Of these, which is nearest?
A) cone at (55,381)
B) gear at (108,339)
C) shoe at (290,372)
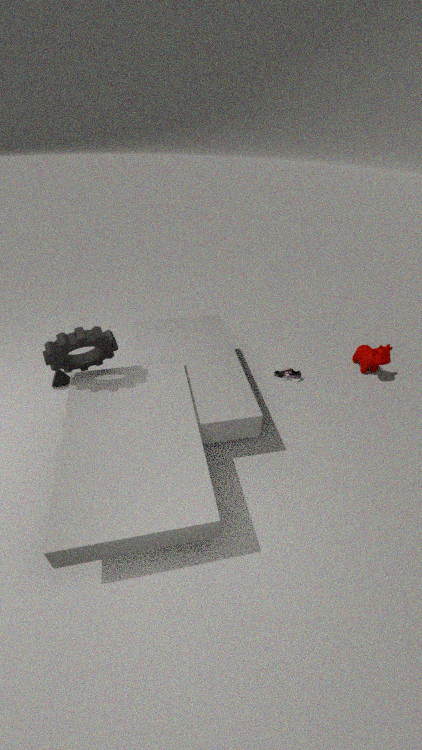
gear at (108,339)
